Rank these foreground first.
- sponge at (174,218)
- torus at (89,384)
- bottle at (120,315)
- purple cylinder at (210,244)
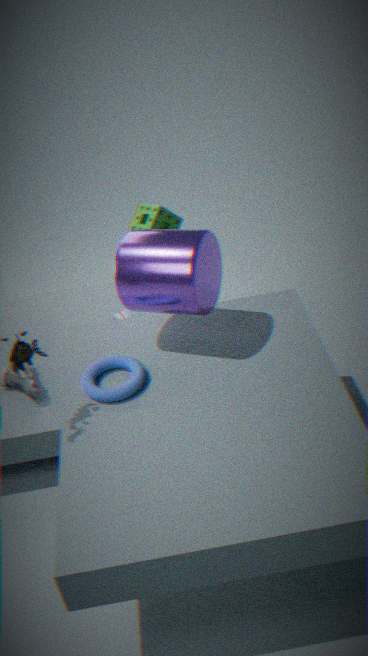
purple cylinder at (210,244) → torus at (89,384) → bottle at (120,315) → sponge at (174,218)
